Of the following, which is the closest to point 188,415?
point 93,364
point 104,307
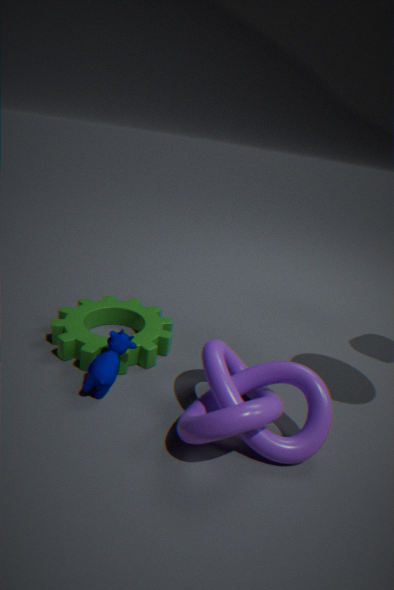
point 93,364
